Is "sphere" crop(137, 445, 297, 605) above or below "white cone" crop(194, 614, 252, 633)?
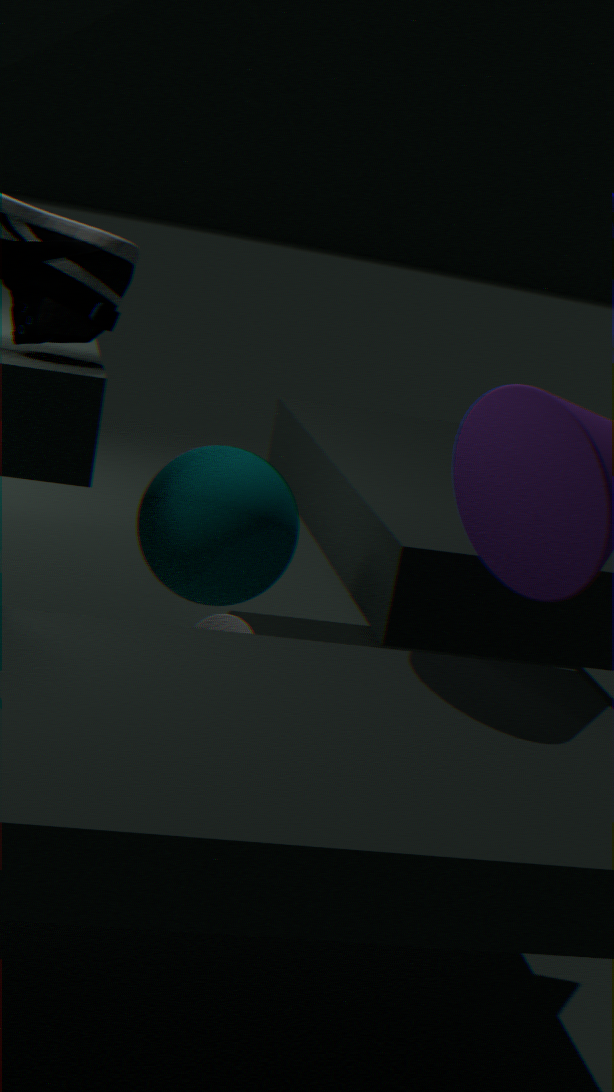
above
